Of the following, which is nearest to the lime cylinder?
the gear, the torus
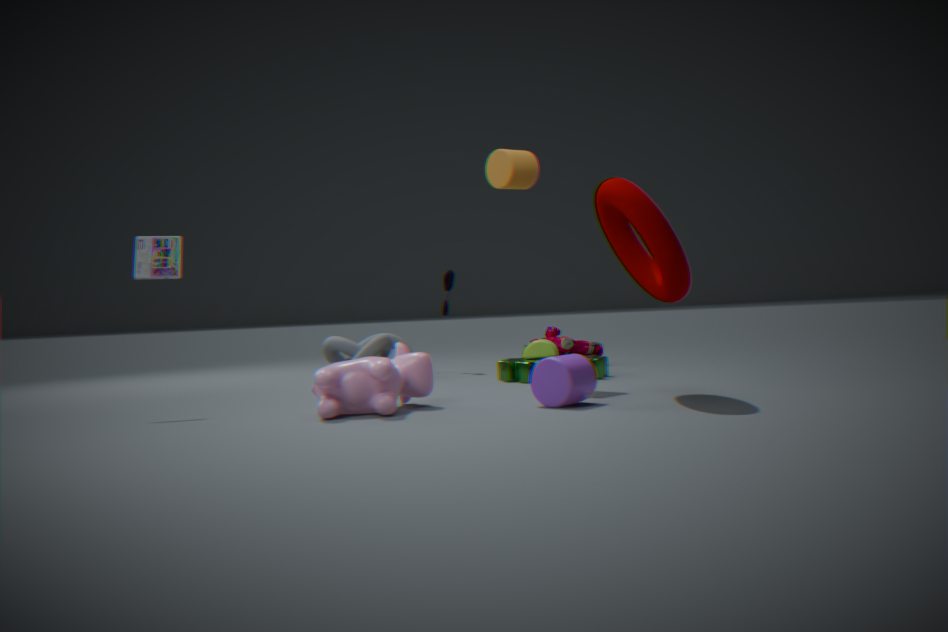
the gear
